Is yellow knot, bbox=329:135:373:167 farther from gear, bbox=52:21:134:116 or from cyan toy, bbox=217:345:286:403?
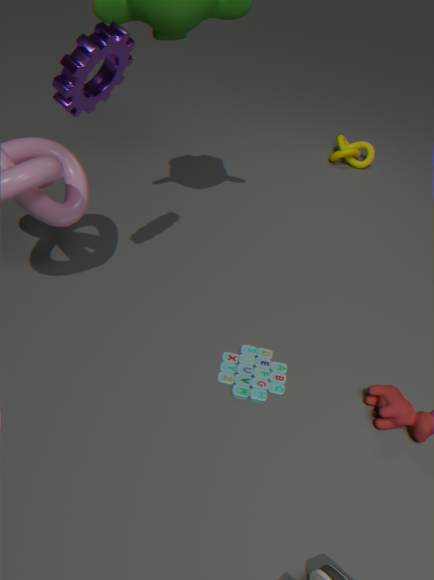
gear, bbox=52:21:134:116
